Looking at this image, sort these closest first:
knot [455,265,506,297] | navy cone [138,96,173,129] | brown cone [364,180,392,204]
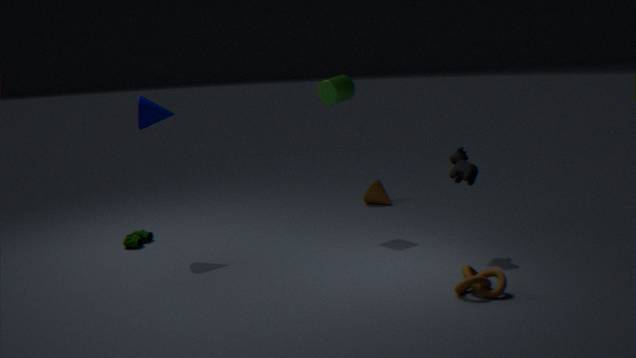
1. knot [455,265,506,297]
2. navy cone [138,96,173,129]
3. brown cone [364,180,392,204]
